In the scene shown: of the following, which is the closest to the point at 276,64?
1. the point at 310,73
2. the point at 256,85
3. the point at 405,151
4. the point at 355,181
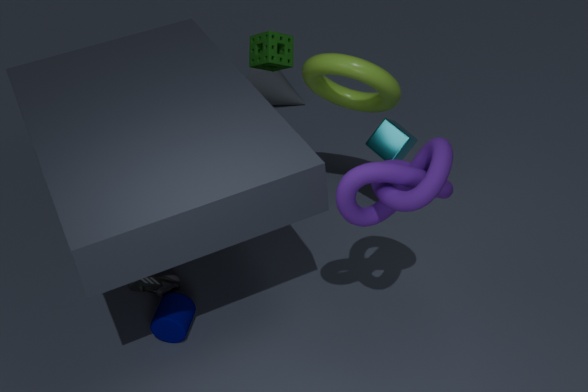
the point at 310,73
